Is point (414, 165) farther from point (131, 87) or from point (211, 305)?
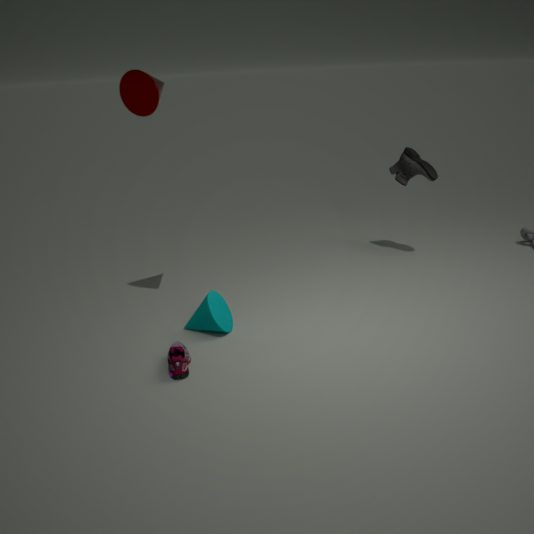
point (131, 87)
